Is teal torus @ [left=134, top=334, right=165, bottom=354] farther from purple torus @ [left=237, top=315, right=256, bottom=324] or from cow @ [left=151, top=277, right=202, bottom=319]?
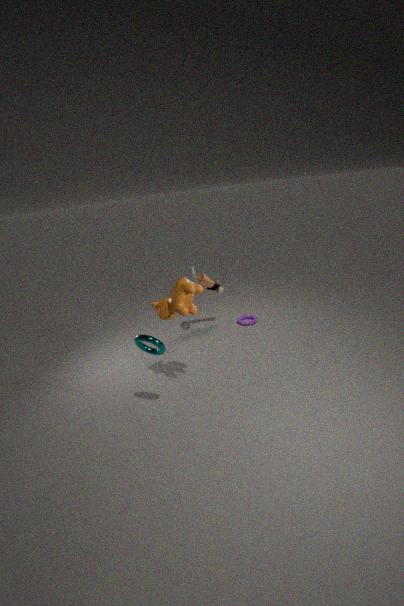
purple torus @ [left=237, top=315, right=256, bottom=324]
